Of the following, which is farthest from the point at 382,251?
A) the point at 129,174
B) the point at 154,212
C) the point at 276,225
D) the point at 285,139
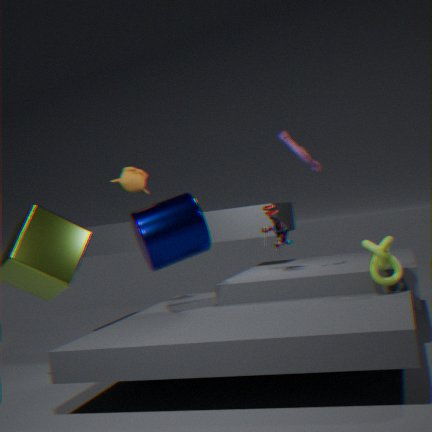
the point at 129,174
